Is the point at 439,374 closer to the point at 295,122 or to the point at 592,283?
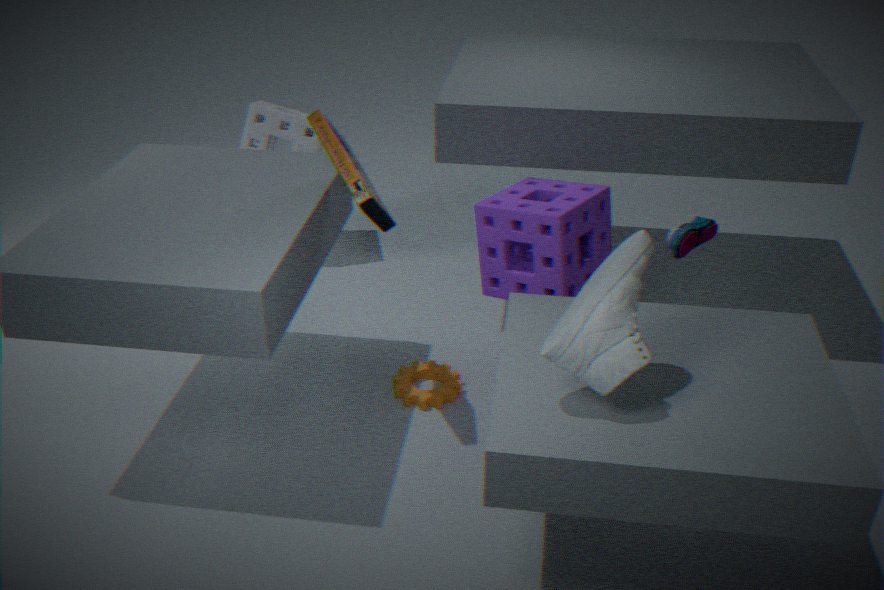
the point at 592,283
